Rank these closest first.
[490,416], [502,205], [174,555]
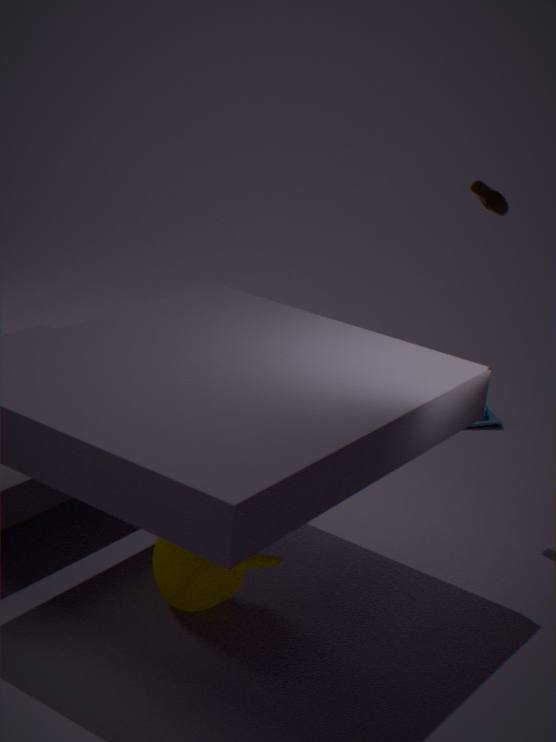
[174,555] < [502,205] < [490,416]
